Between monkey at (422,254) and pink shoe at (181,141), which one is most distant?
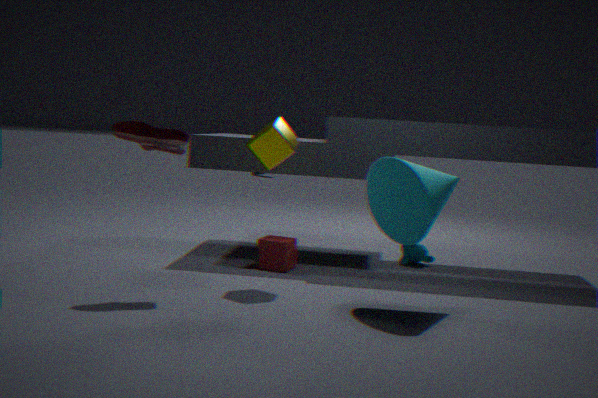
monkey at (422,254)
